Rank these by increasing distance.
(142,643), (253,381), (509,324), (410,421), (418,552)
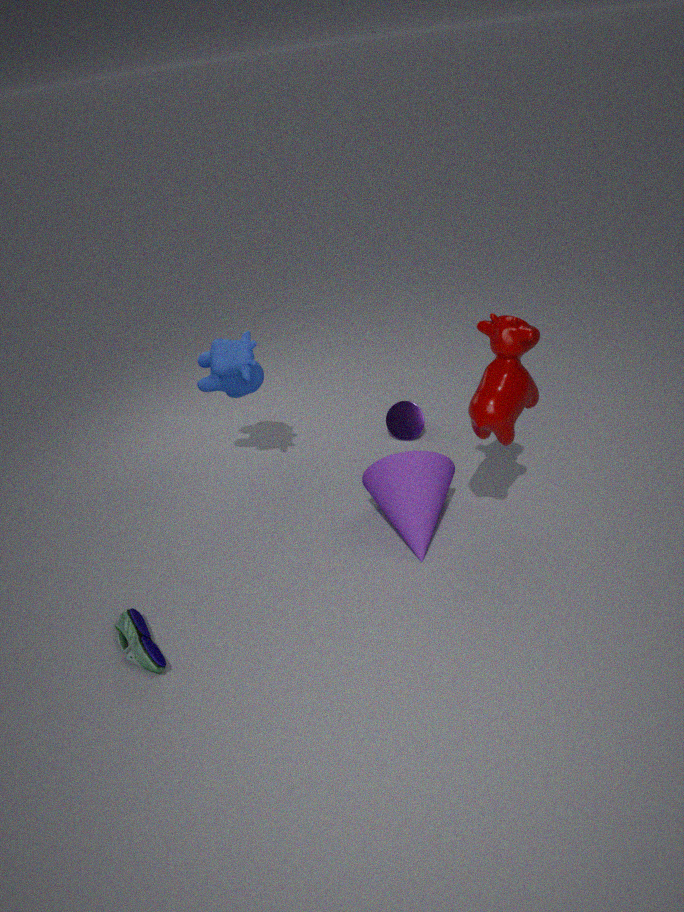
(509,324), (142,643), (418,552), (253,381), (410,421)
